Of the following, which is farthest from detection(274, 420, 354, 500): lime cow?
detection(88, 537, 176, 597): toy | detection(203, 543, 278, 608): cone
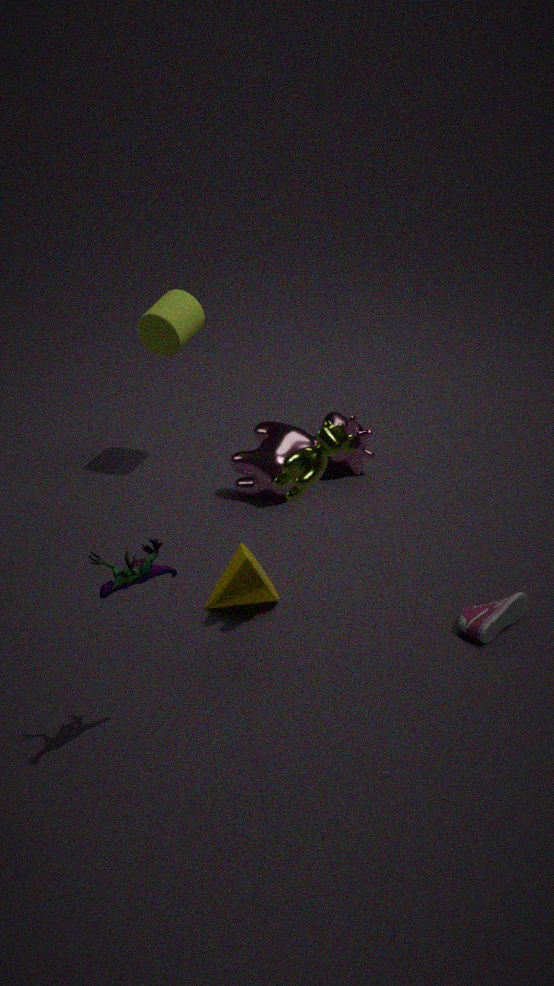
detection(88, 537, 176, 597): toy
